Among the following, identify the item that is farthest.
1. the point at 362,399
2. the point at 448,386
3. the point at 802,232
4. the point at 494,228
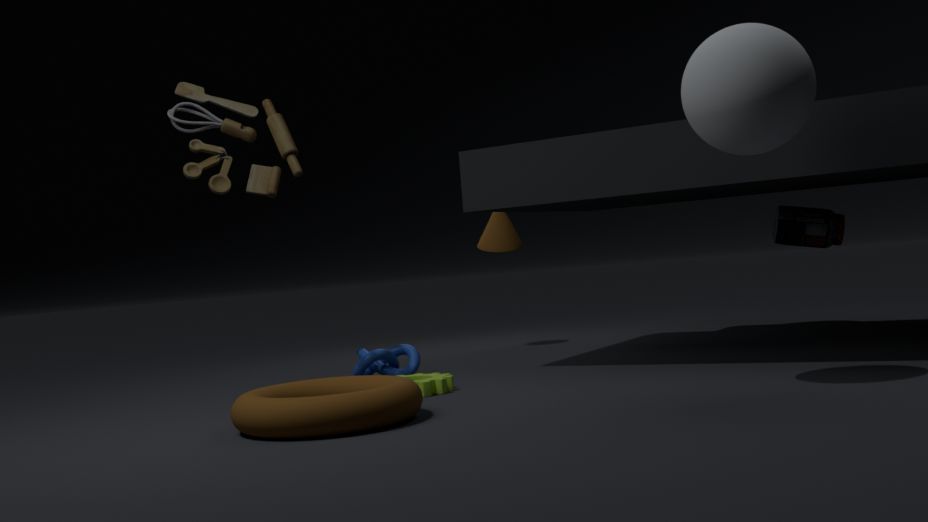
the point at 494,228
